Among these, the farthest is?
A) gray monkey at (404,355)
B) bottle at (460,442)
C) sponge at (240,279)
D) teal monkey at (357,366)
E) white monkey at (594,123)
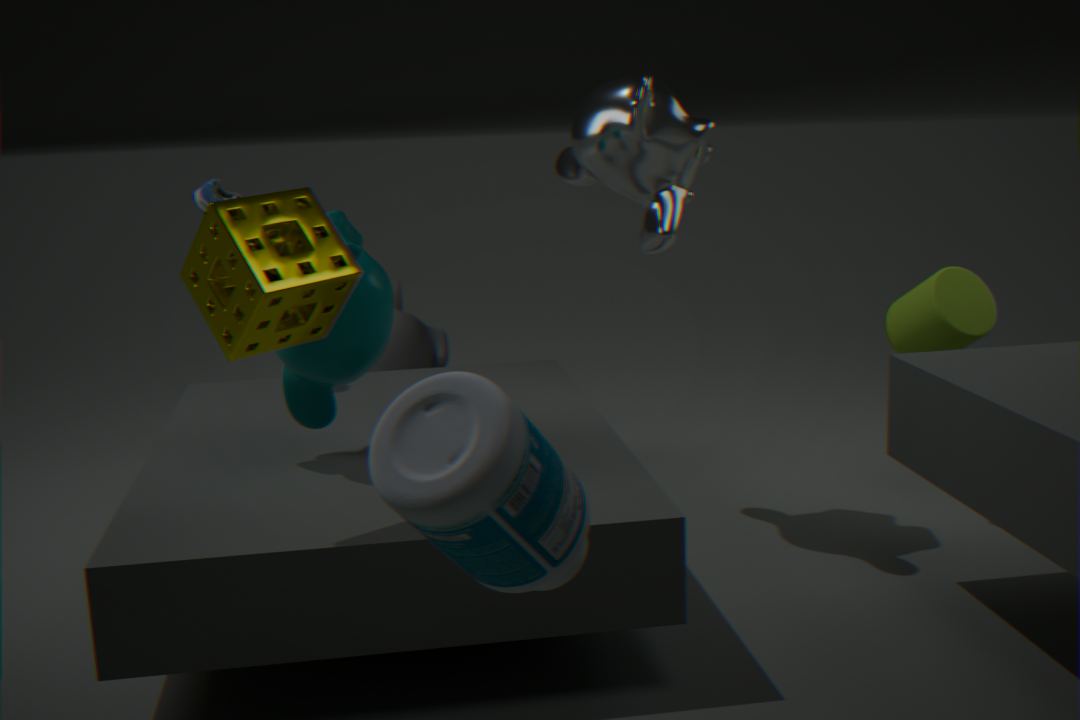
gray monkey at (404,355)
